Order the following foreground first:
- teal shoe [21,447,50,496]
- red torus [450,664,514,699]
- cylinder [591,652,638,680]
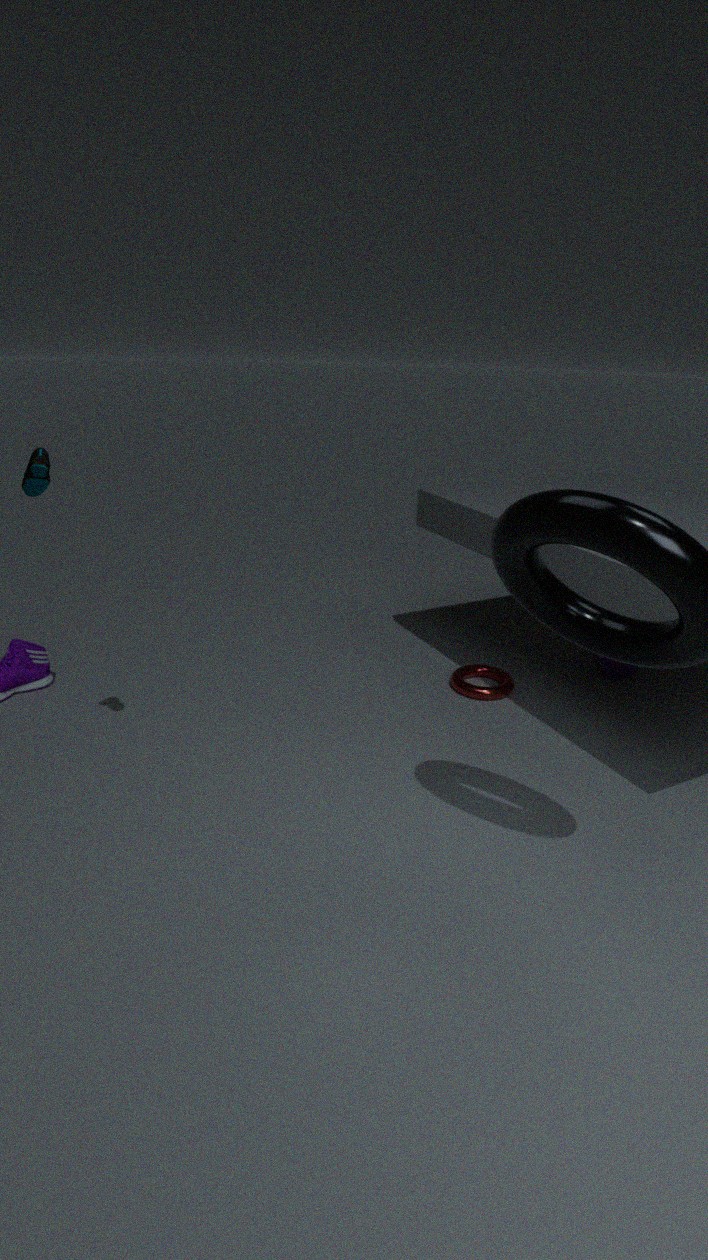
1. teal shoe [21,447,50,496]
2. red torus [450,664,514,699]
3. cylinder [591,652,638,680]
